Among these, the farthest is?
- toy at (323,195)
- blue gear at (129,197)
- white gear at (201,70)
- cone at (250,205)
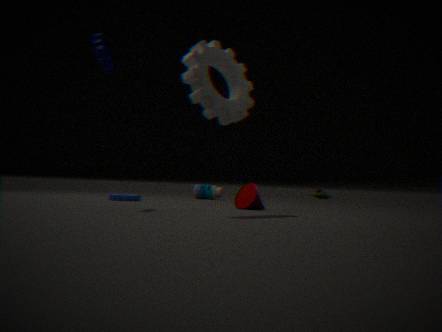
toy at (323,195)
